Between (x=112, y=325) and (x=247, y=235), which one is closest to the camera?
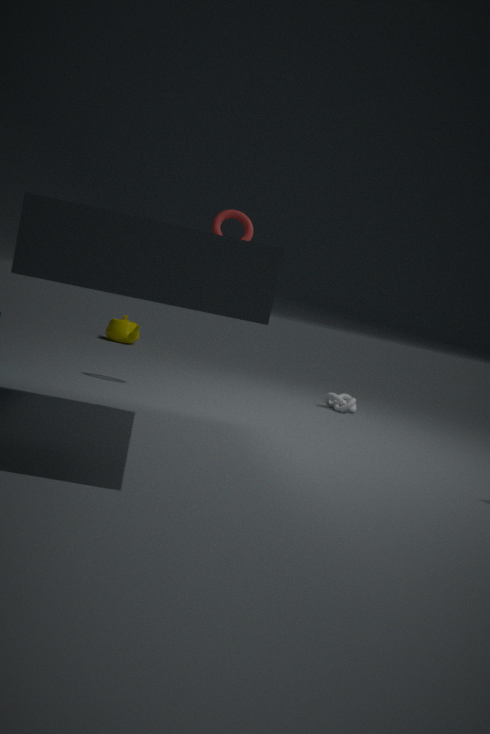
(x=247, y=235)
